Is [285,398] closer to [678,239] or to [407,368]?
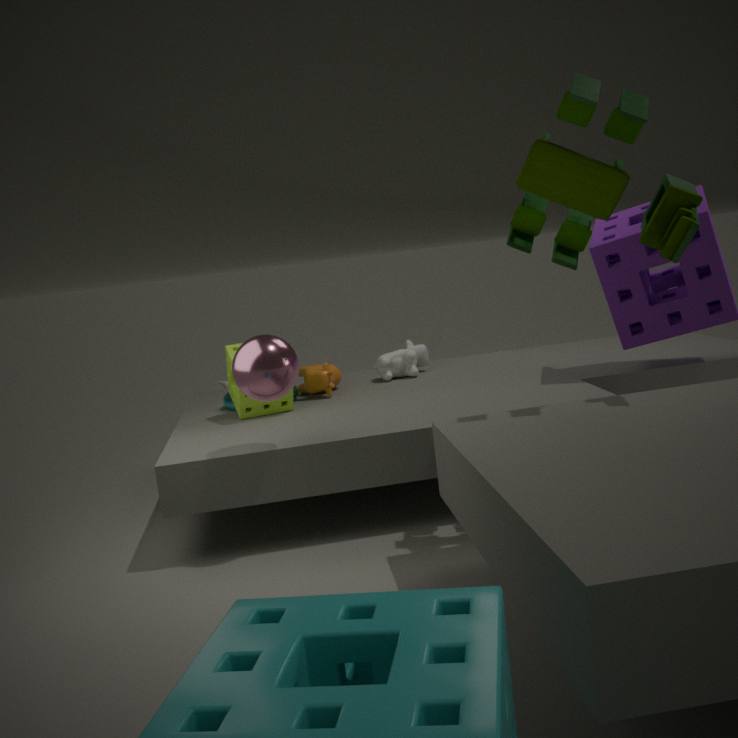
[407,368]
